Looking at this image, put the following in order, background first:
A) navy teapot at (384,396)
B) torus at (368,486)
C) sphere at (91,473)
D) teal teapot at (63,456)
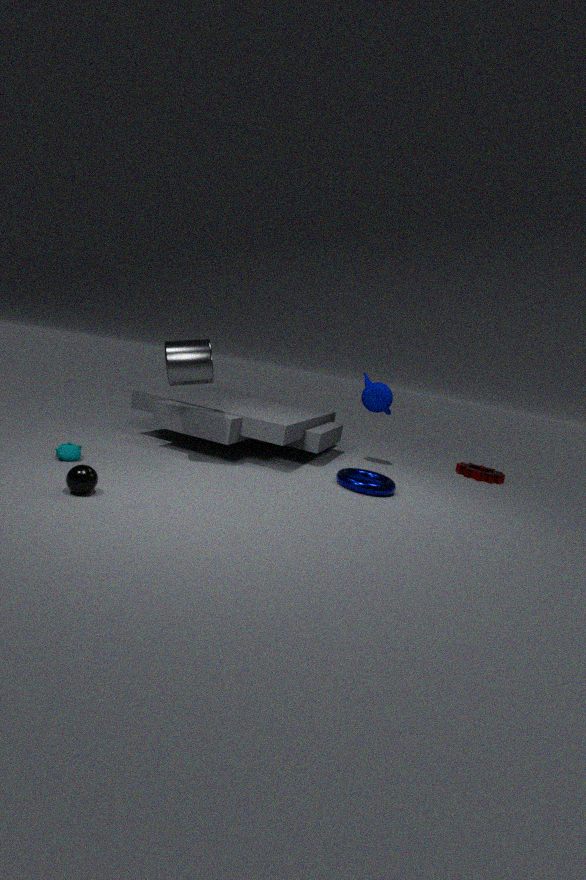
navy teapot at (384,396) → torus at (368,486) → teal teapot at (63,456) → sphere at (91,473)
